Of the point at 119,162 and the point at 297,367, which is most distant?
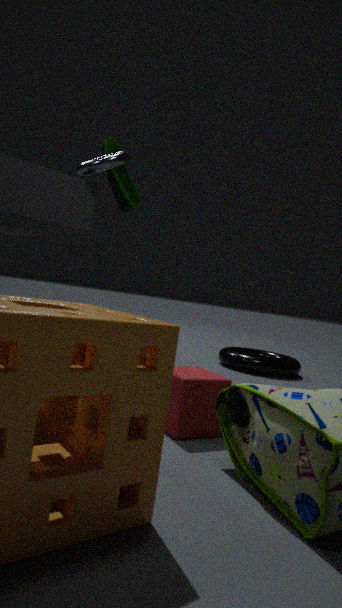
the point at 297,367
